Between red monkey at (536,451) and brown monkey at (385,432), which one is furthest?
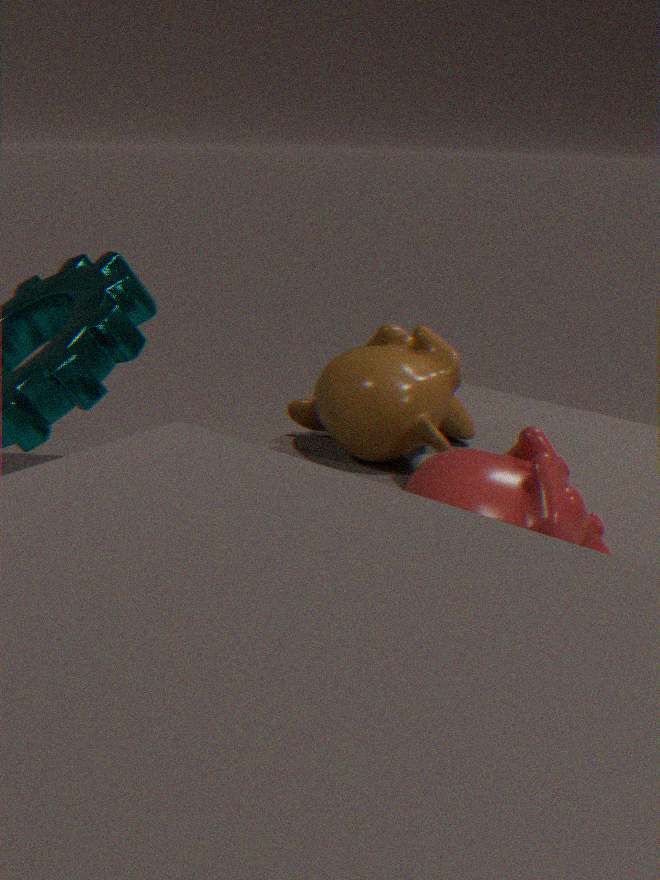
brown monkey at (385,432)
